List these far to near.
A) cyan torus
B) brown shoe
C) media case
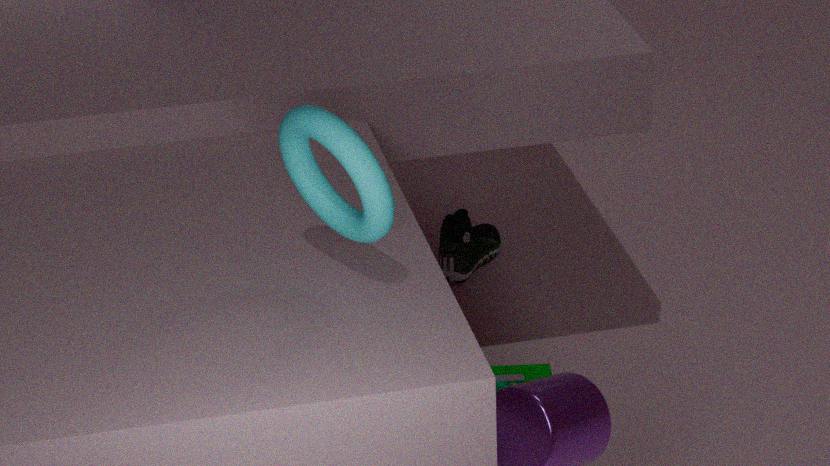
brown shoe
media case
cyan torus
